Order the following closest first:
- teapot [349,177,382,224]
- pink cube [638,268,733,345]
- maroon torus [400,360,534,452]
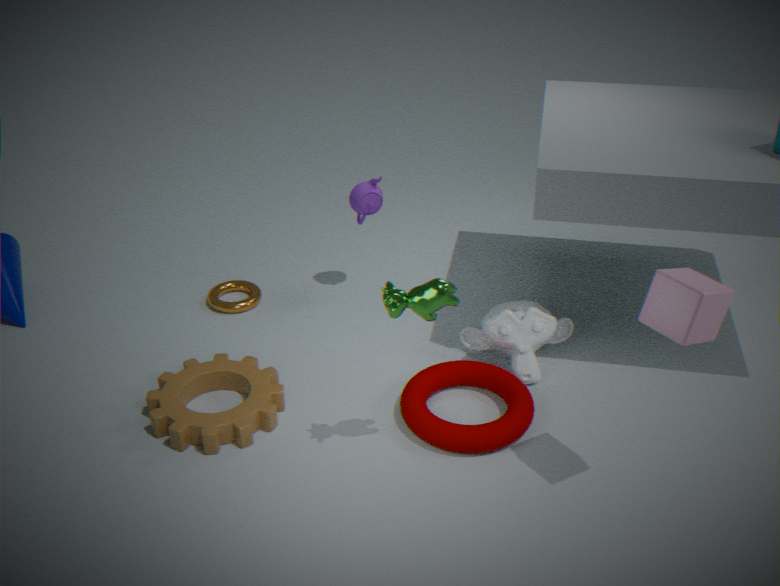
pink cube [638,268,733,345], maroon torus [400,360,534,452], teapot [349,177,382,224]
